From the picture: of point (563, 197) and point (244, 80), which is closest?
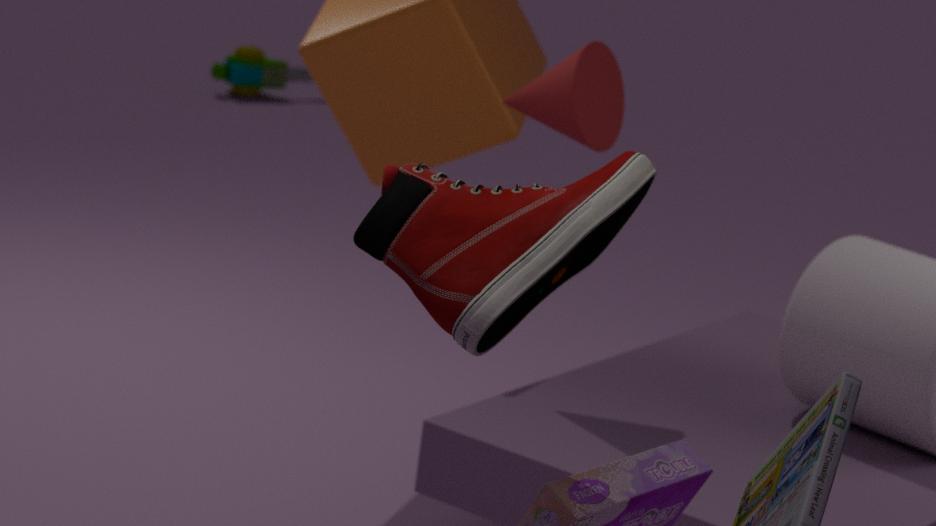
point (563, 197)
